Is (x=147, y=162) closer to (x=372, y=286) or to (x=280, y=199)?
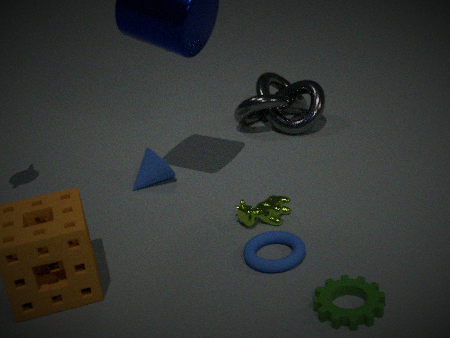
(x=280, y=199)
